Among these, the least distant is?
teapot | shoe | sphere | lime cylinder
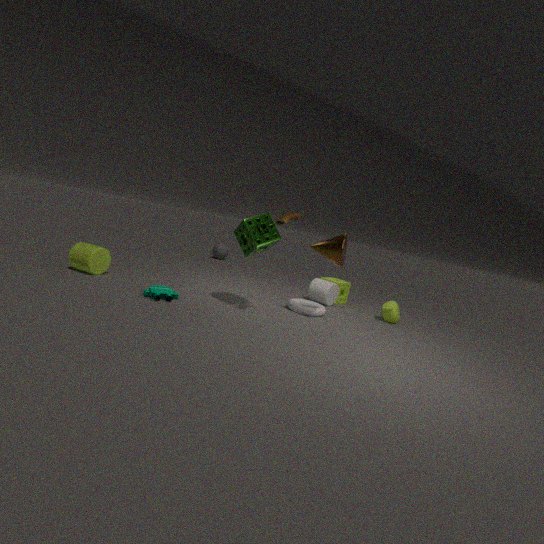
shoe
